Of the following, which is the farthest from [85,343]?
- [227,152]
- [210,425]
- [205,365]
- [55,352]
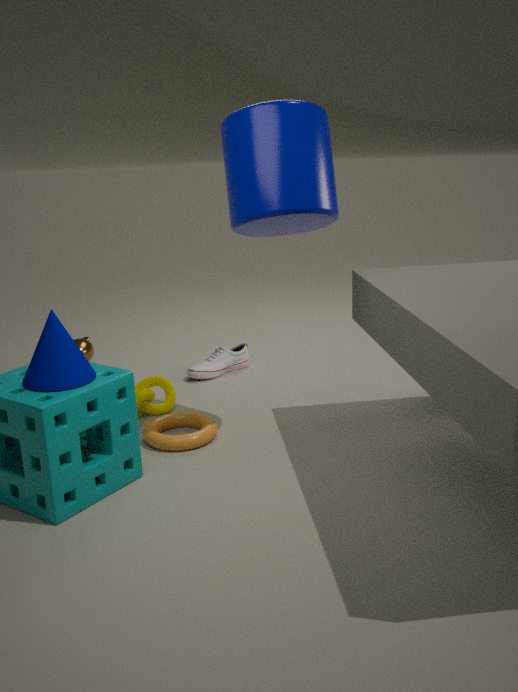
[227,152]
